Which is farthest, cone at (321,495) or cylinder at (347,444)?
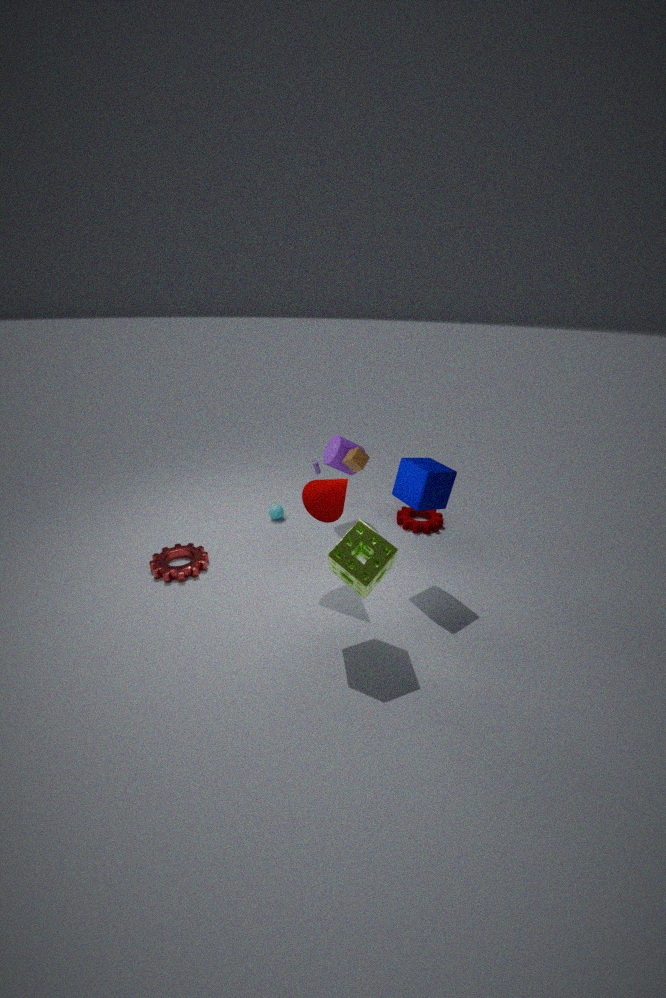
cylinder at (347,444)
